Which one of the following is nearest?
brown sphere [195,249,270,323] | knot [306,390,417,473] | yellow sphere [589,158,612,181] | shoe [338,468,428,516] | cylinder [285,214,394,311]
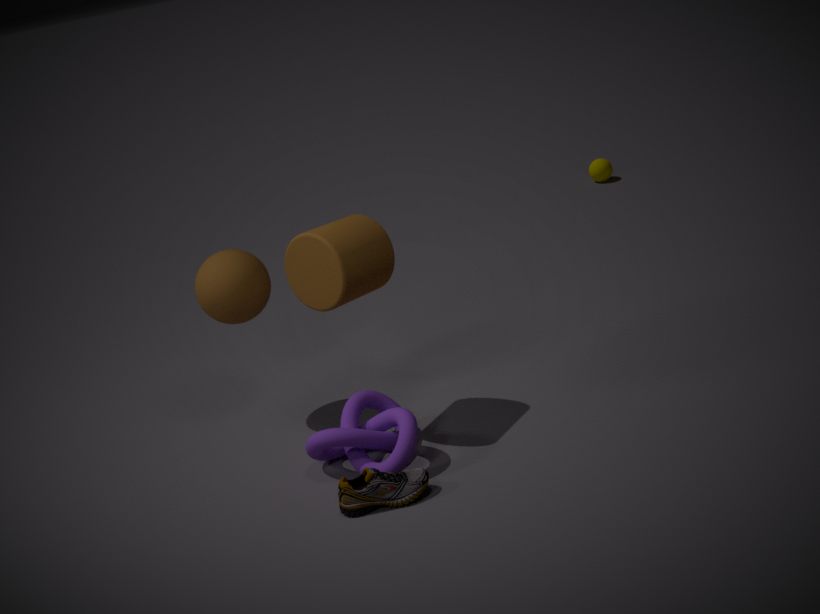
shoe [338,468,428,516]
